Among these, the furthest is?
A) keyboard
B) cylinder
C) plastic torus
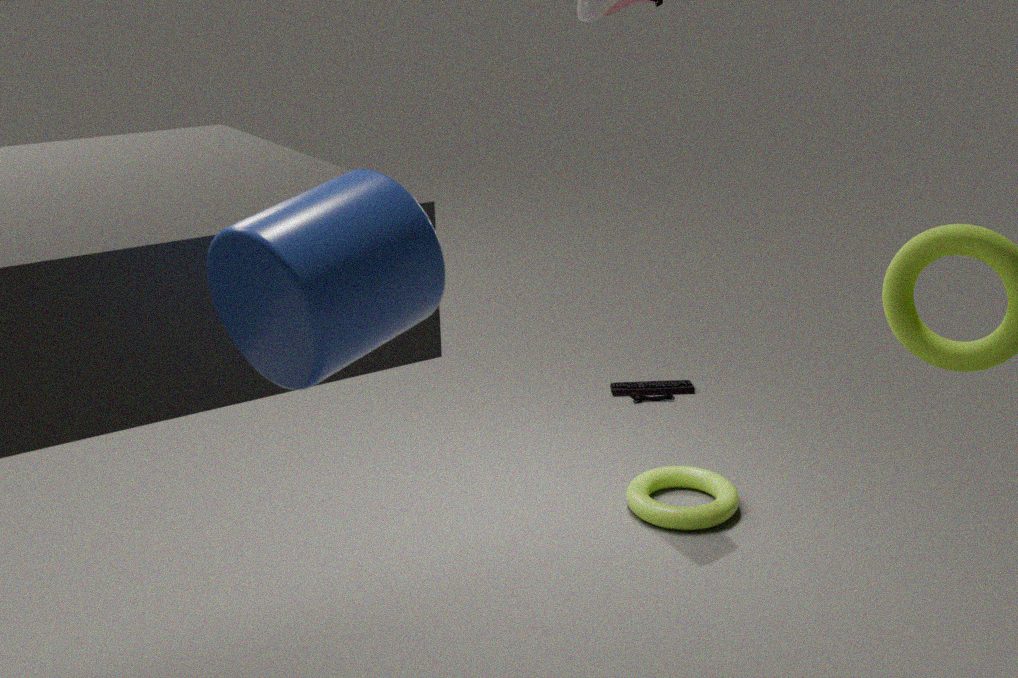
keyboard
